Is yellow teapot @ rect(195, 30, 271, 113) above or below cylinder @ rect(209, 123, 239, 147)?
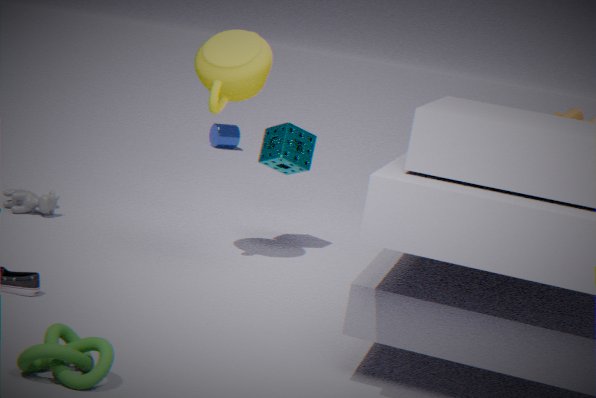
above
